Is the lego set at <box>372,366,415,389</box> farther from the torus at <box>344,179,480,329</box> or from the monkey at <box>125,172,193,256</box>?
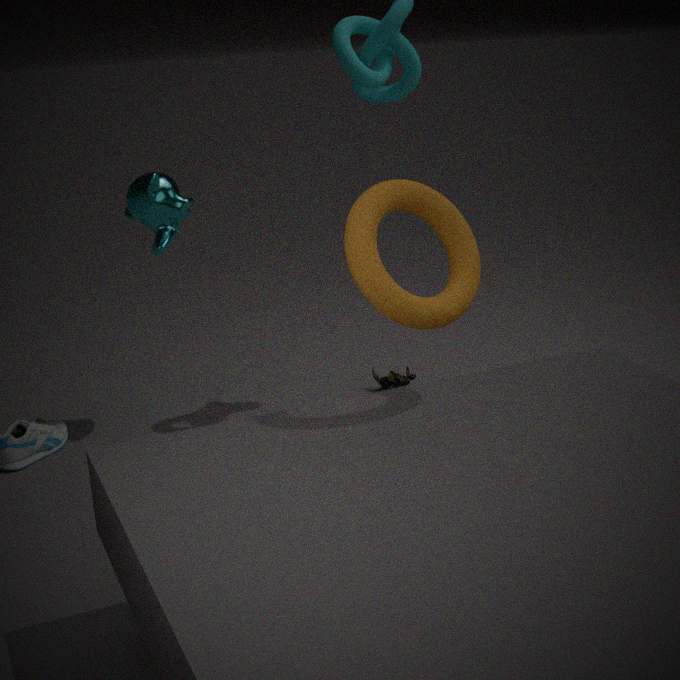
the torus at <box>344,179,480,329</box>
